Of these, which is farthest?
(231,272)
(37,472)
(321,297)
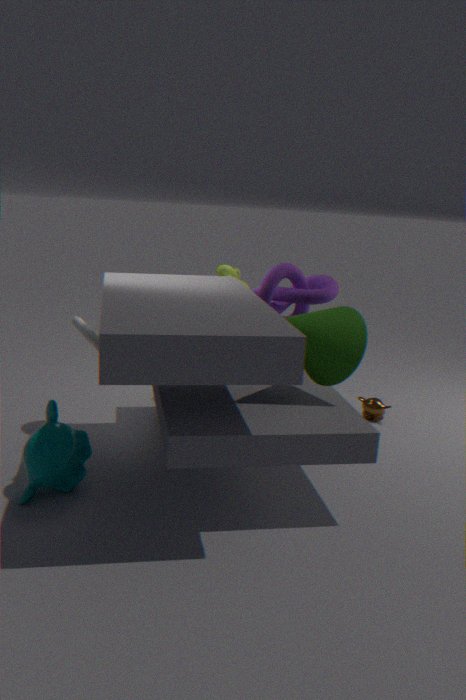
(231,272)
